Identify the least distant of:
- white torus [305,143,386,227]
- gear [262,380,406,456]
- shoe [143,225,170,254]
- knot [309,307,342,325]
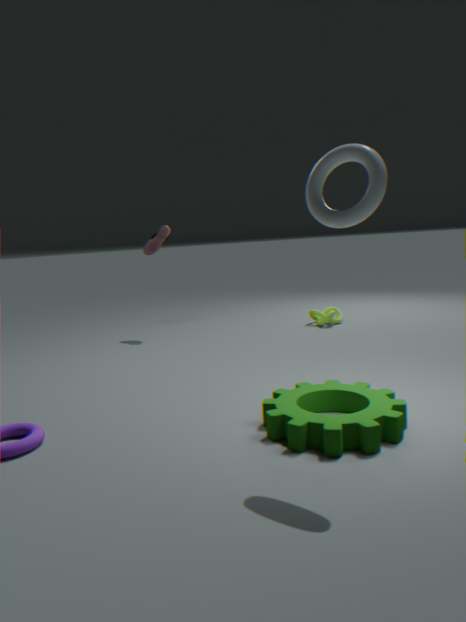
white torus [305,143,386,227]
